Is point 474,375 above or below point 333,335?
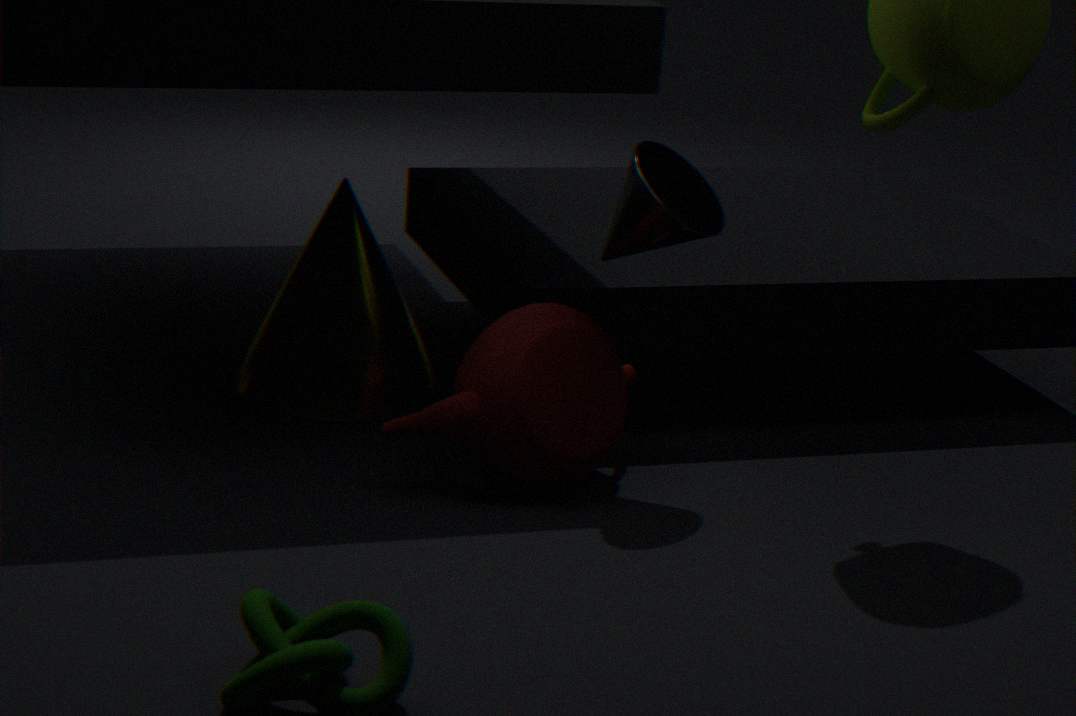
above
